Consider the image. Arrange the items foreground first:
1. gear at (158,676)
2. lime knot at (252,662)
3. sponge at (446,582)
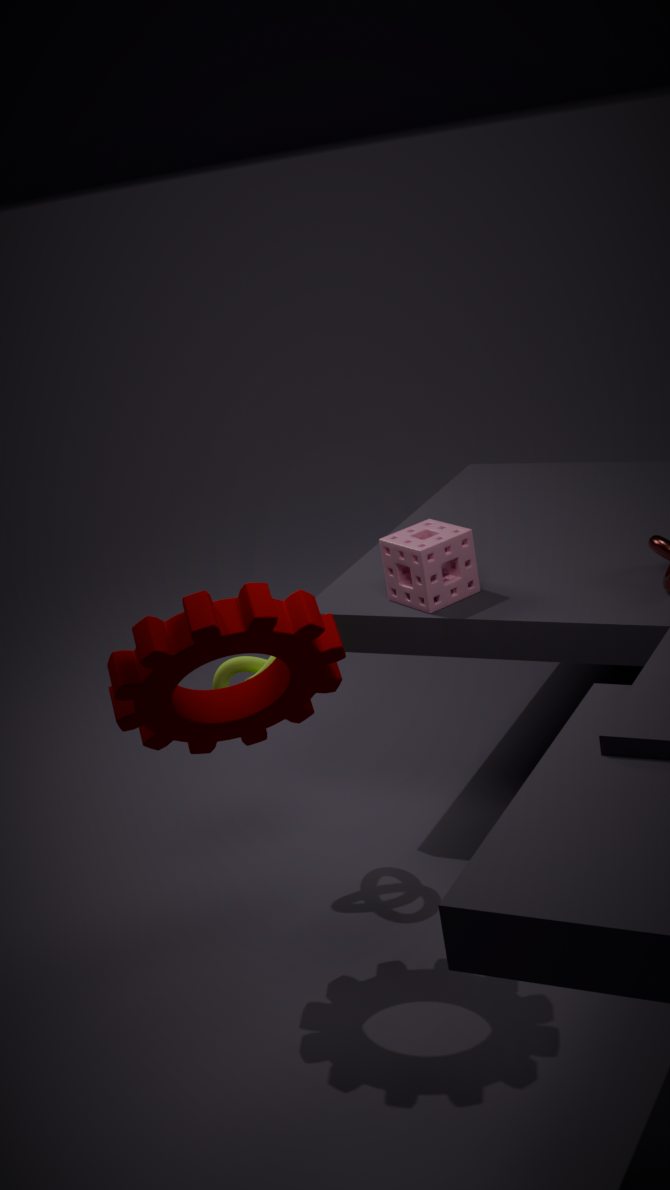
gear at (158,676), lime knot at (252,662), sponge at (446,582)
